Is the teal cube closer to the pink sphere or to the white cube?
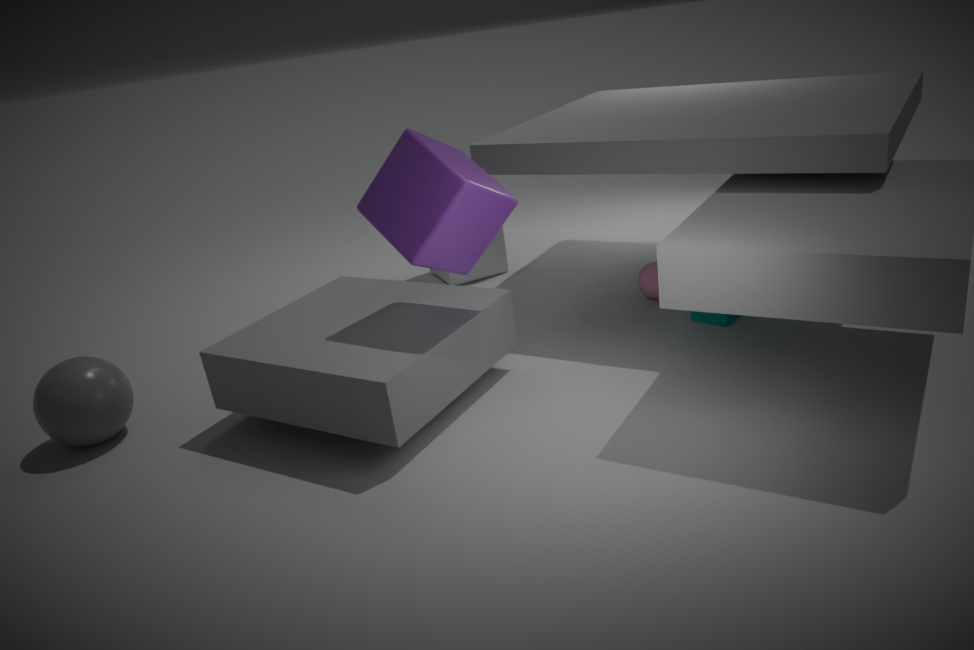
the pink sphere
